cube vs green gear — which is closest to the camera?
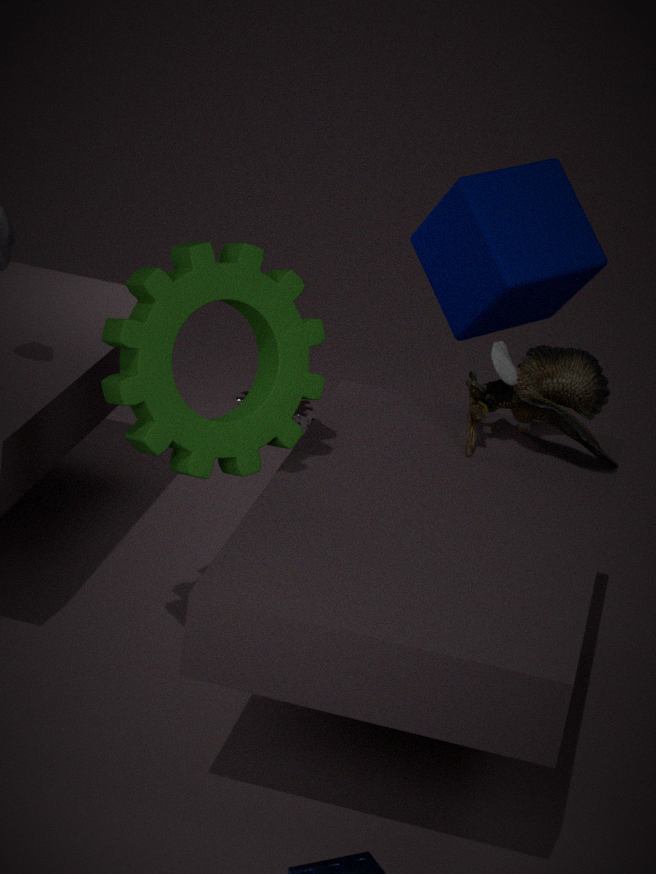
green gear
